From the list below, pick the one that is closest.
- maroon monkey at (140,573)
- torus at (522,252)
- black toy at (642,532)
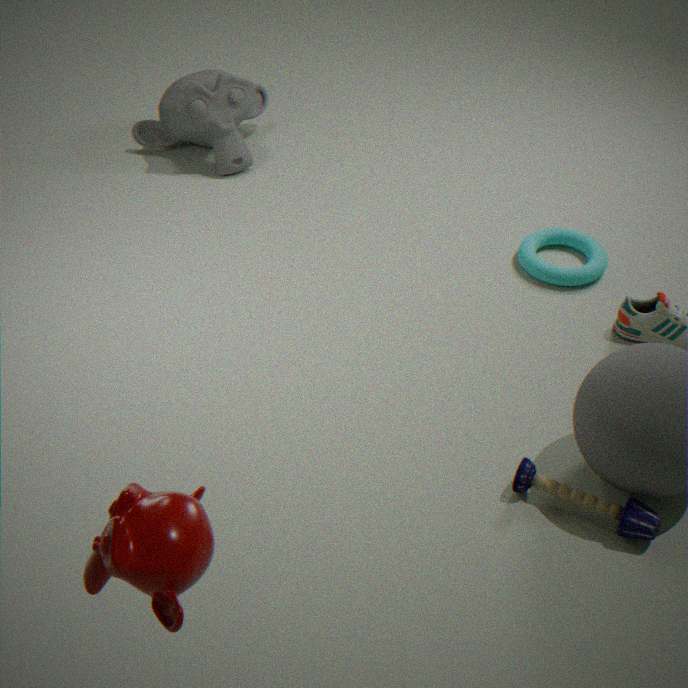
maroon monkey at (140,573)
